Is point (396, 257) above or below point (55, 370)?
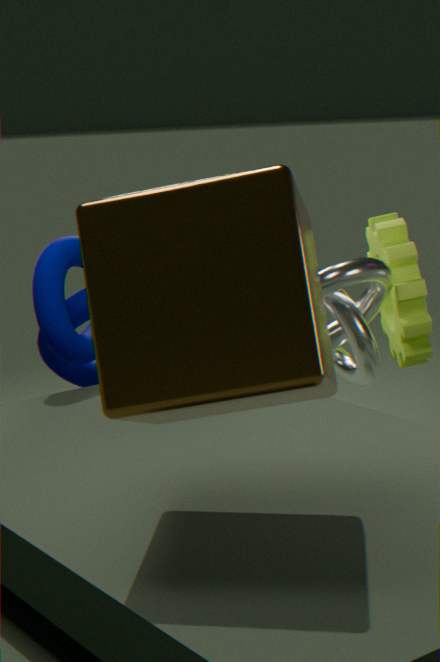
below
